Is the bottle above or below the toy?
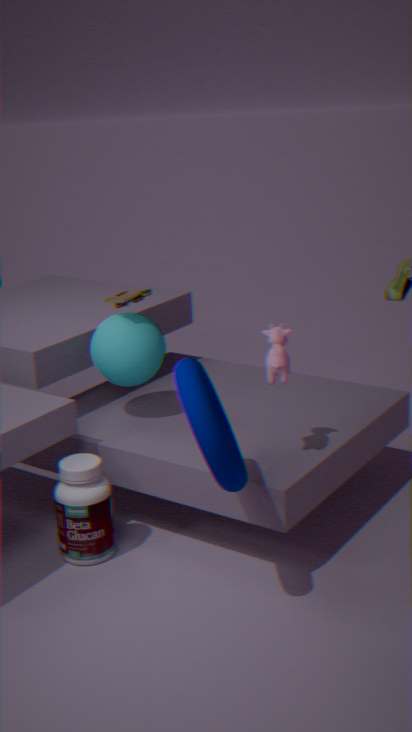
below
